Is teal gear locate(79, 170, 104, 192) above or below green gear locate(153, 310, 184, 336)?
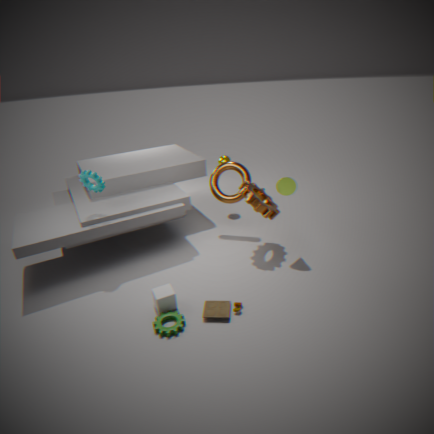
above
